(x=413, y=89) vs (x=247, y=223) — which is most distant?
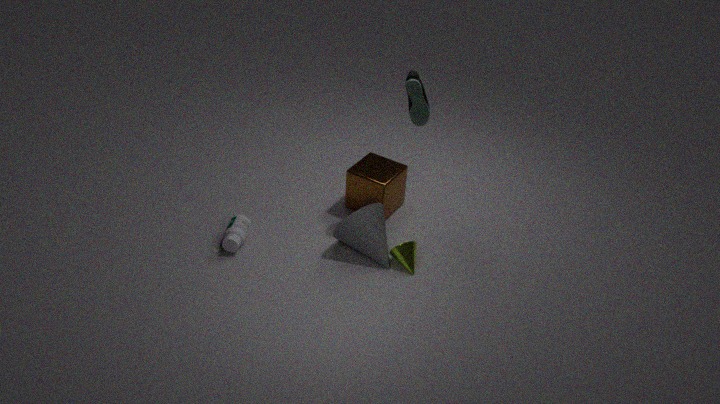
(x=247, y=223)
